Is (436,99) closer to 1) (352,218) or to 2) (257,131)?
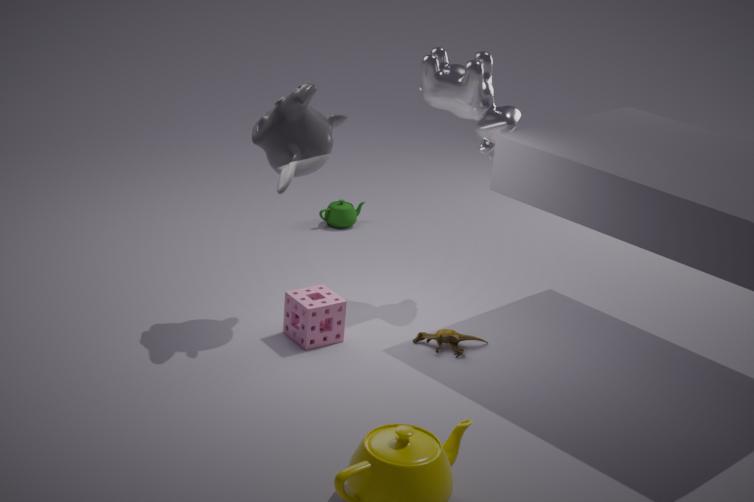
2) (257,131)
